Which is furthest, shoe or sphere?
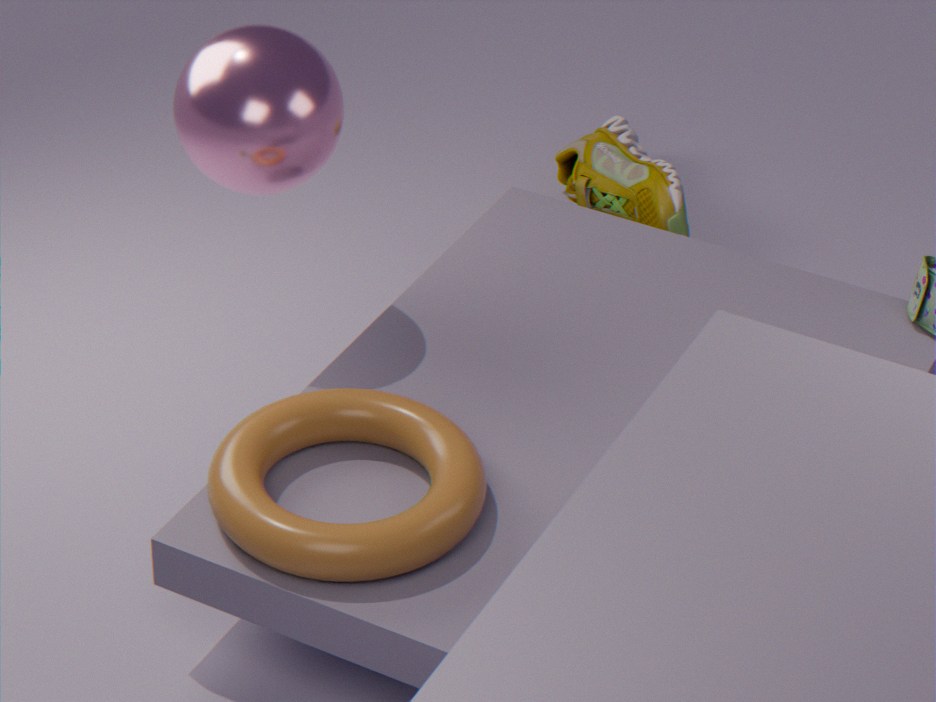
shoe
